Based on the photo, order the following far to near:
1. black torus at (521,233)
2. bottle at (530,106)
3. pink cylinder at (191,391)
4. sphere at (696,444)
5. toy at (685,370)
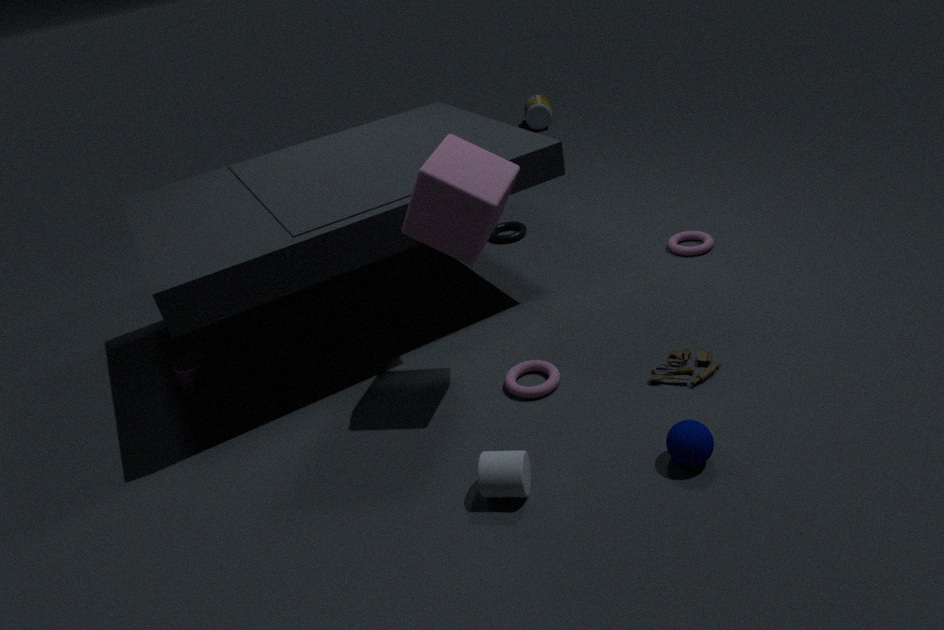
bottle at (530,106)
black torus at (521,233)
pink cylinder at (191,391)
toy at (685,370)
sphere at (696,444)
